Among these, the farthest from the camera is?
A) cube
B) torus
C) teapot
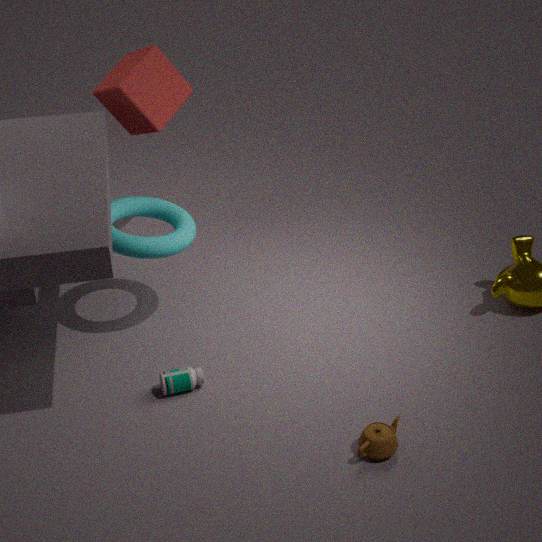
cube
